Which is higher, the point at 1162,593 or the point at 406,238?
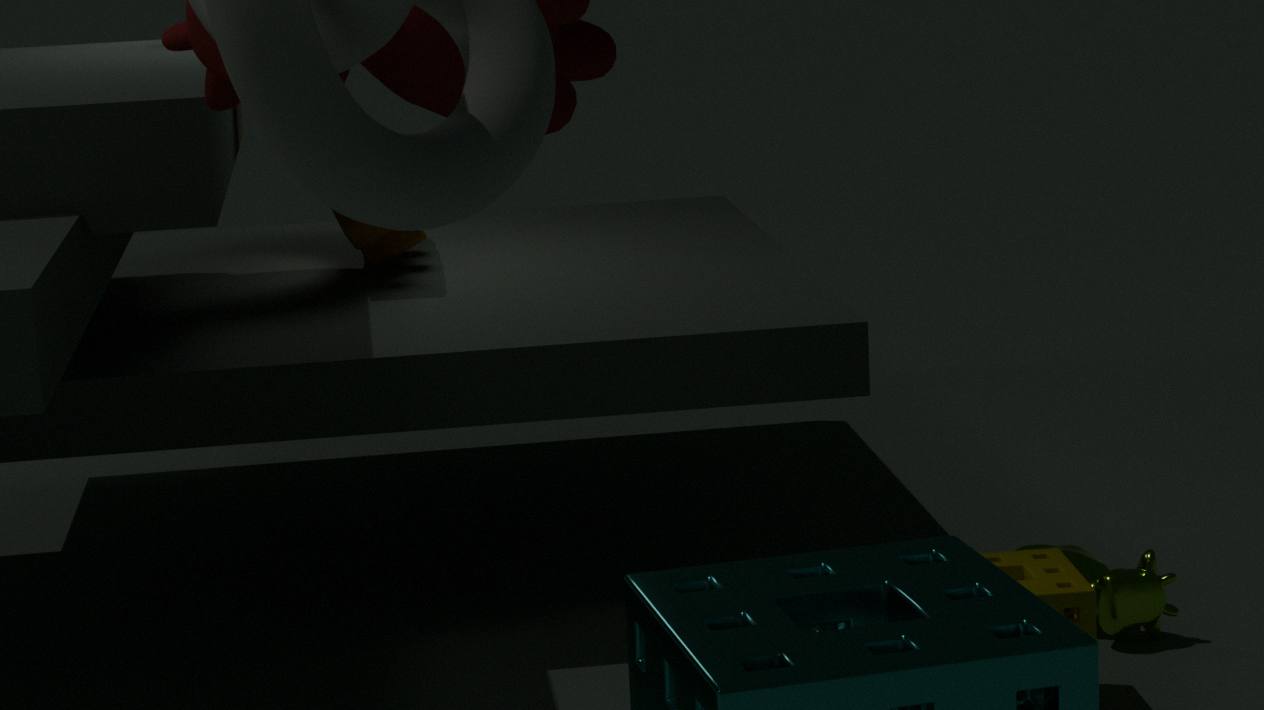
the point at 406,238
